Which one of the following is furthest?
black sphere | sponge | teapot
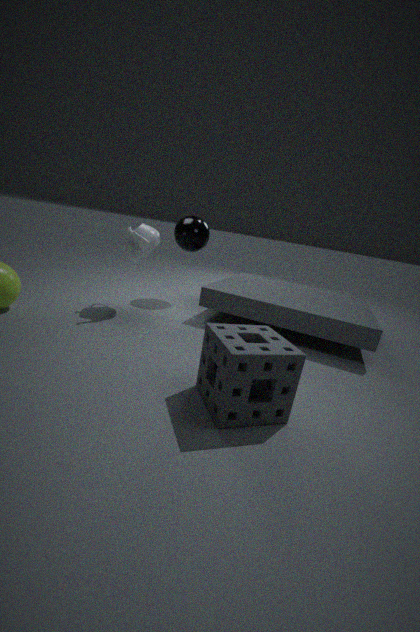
black sphere
